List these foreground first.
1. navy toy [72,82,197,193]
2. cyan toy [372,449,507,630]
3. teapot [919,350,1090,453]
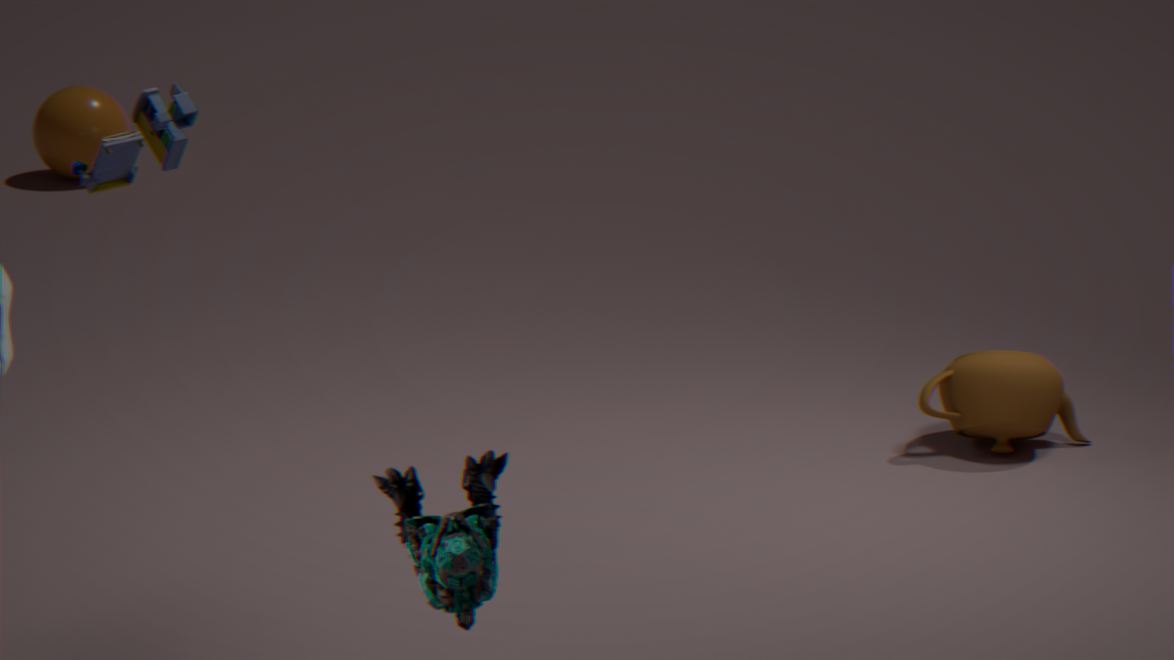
1. cyan toy [372,449,507,630]
2. navy toy [72,82,197,193]
3. teapot [919,350,1090,453]
